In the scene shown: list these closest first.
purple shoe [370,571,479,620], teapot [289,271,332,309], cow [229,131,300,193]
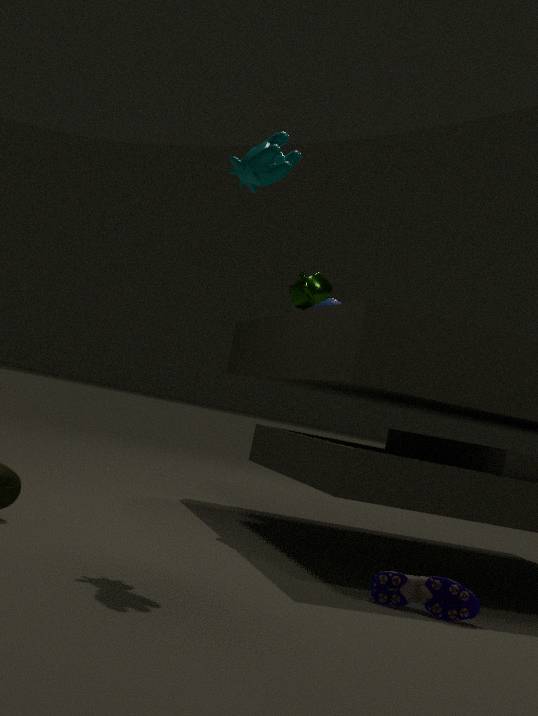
purple shoe [370,571,479,620] → cow [229,131,300,193] → teapot [289,271,332,309]
